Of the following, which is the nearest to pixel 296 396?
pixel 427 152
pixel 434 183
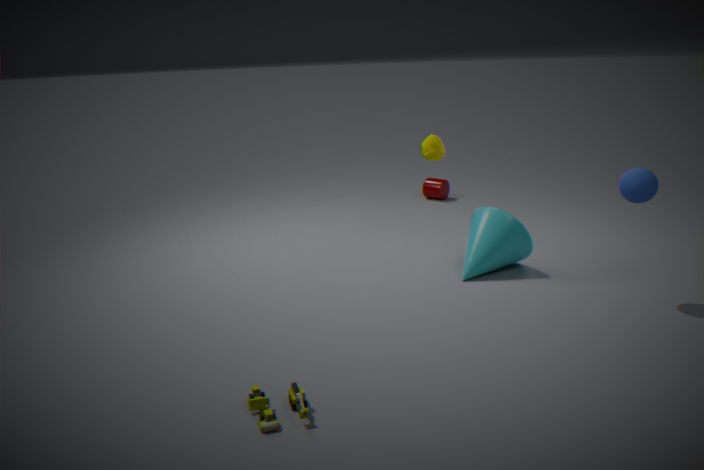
pixel 427 152
